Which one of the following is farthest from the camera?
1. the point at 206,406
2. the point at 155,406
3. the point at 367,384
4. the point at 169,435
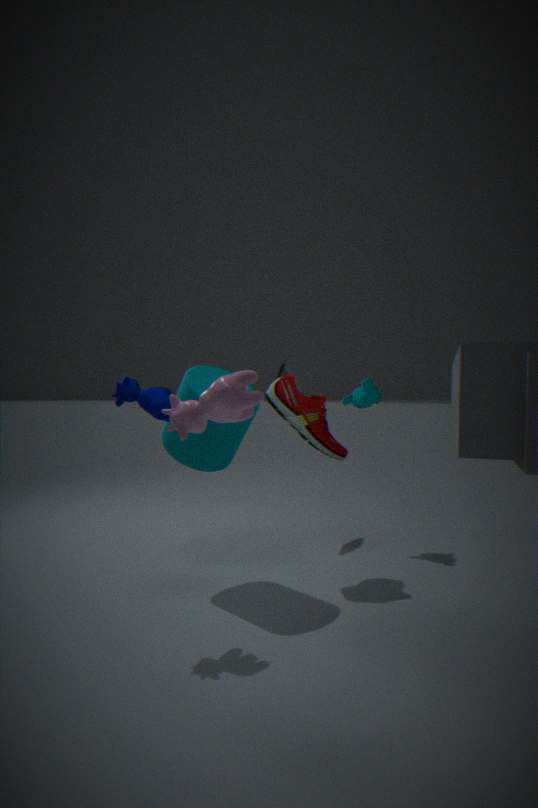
the point at 367,384
